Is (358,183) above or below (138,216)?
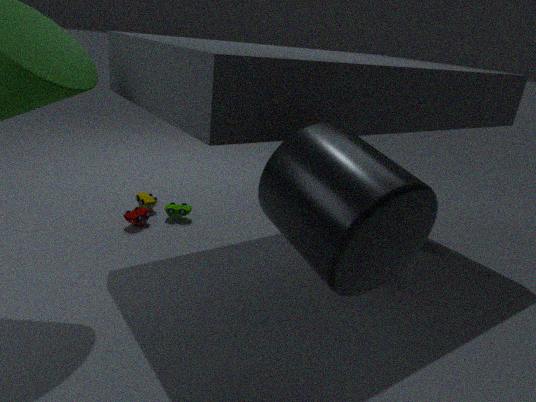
above
